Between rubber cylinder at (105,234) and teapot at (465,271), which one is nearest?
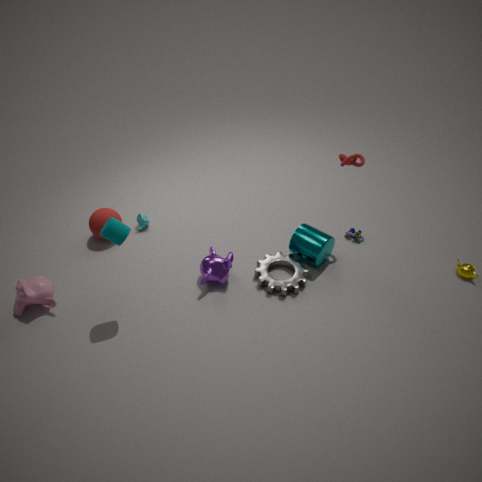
rubber cylinder at (105,234)
